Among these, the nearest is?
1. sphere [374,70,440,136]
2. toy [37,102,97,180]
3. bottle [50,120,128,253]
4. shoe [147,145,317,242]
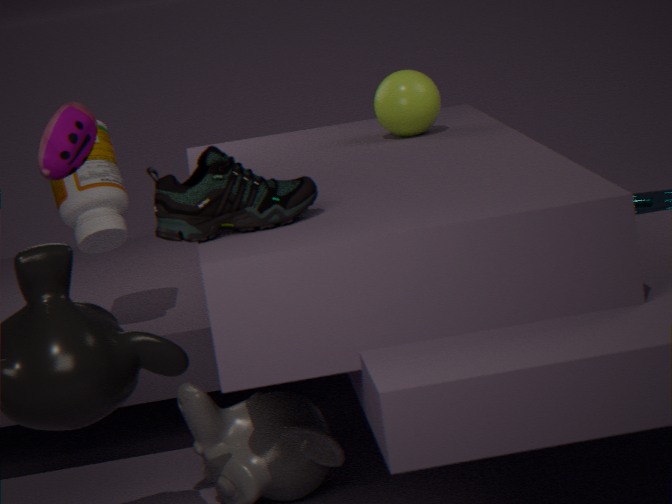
shoe [147,145,317,242]
